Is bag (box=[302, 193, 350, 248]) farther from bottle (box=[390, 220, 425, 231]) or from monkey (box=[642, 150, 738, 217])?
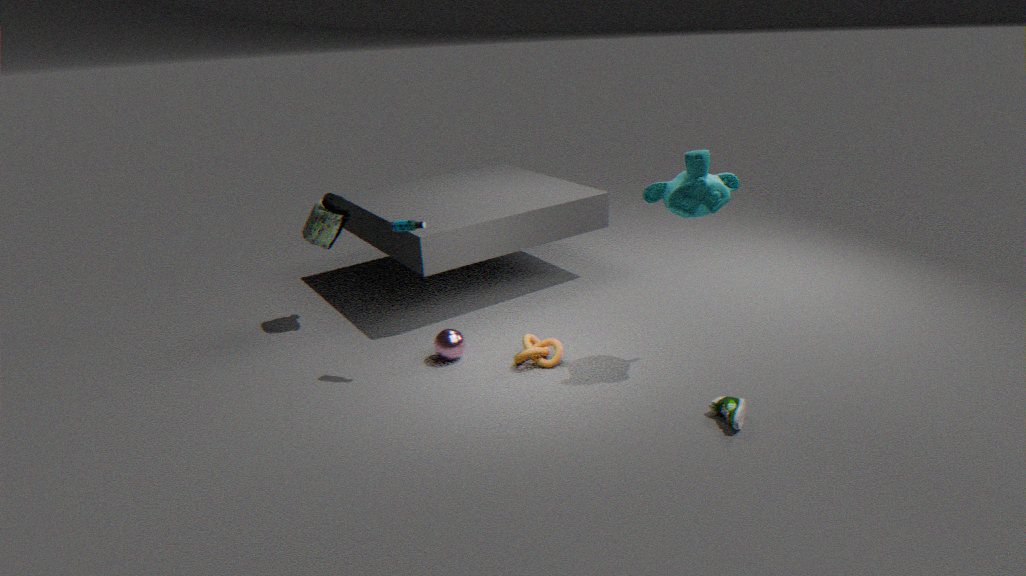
monkey (box=[642, 150, 738, 217])
